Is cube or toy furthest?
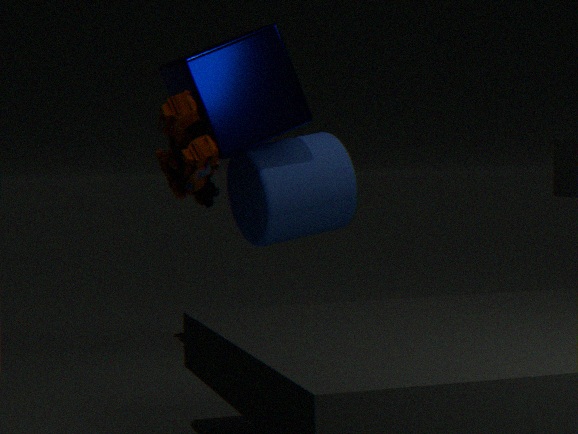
cube
